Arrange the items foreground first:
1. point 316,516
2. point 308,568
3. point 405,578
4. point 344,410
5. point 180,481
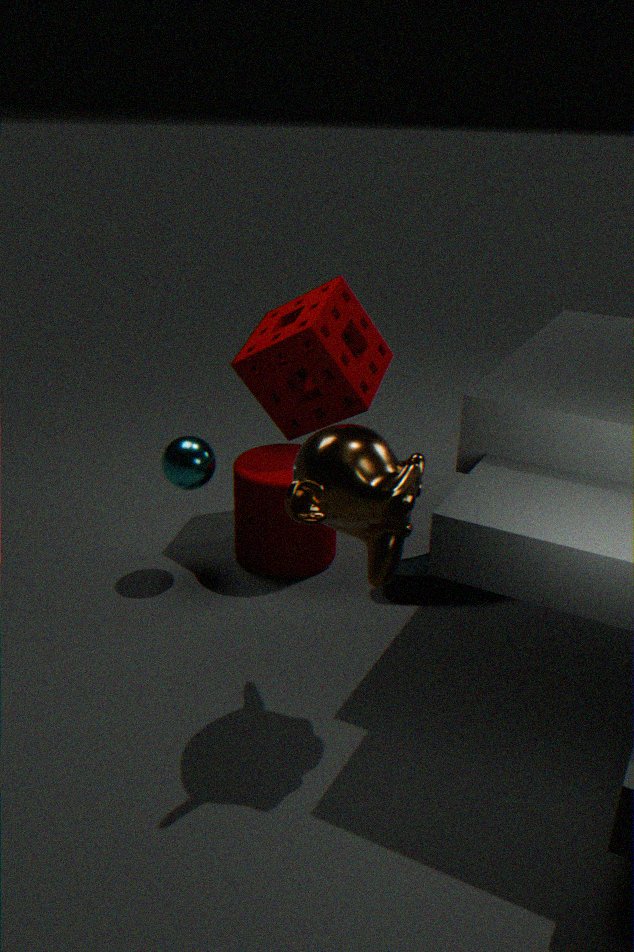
point 316,516, point 180,481, point 405,578, point 308,568, point 344,410
